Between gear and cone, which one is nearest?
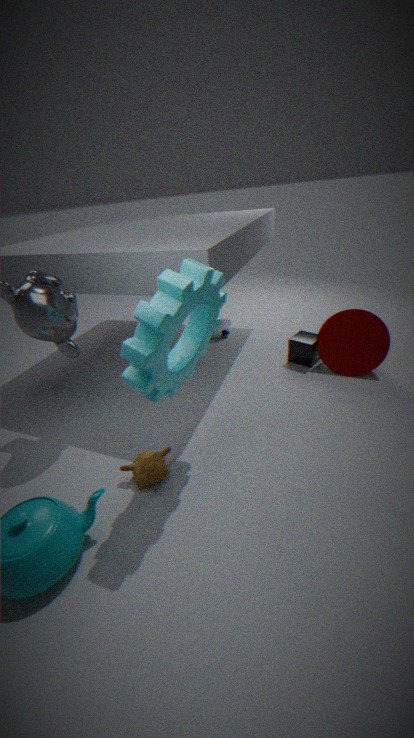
gear
